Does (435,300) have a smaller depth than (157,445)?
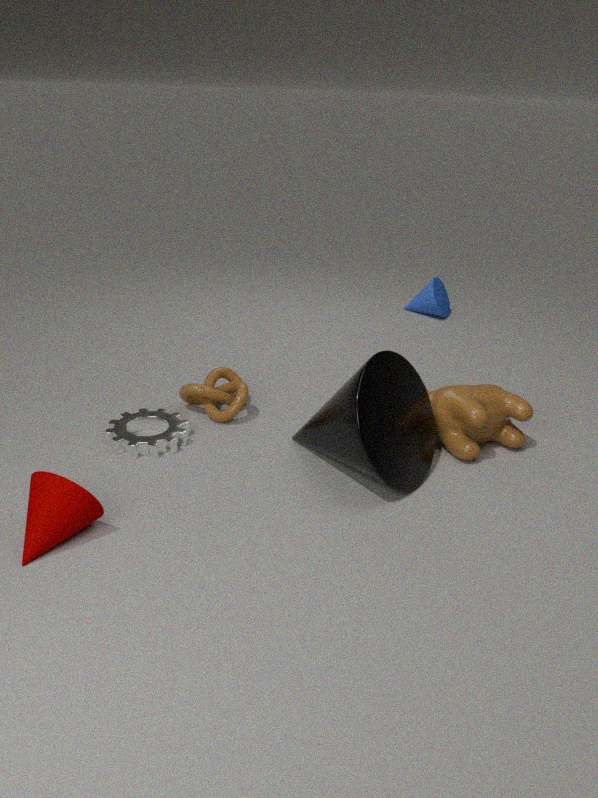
No
